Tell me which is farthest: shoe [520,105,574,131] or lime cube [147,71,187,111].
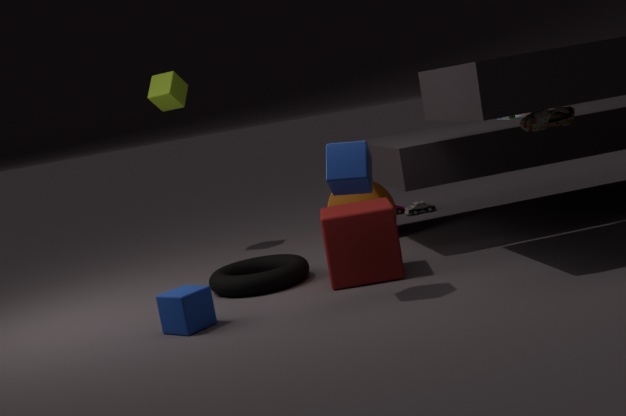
lime cube [147,71,187,111]
